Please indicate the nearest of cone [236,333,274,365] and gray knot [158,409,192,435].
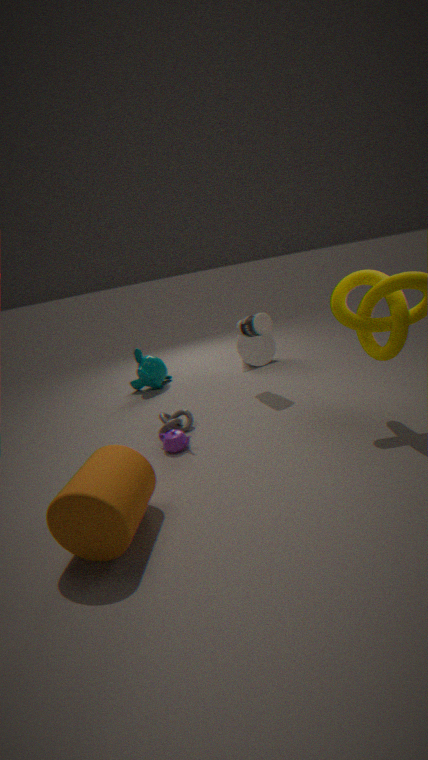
gray knot [158,409,192,435]
